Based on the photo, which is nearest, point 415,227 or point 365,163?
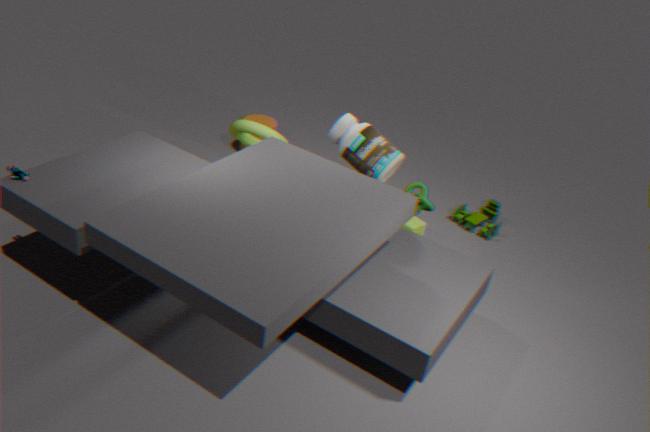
point 365,163
